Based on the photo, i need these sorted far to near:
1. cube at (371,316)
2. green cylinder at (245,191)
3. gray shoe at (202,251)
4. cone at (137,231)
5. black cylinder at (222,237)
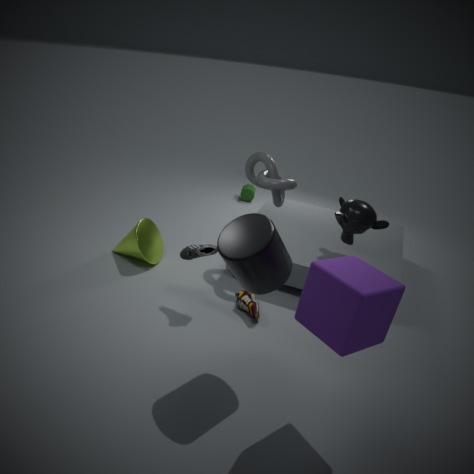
green cylinder at (245,191)
cone at (137,231)
gray shoe at (202,251)
black cylinder at (222,237)
cube at (371,316)
